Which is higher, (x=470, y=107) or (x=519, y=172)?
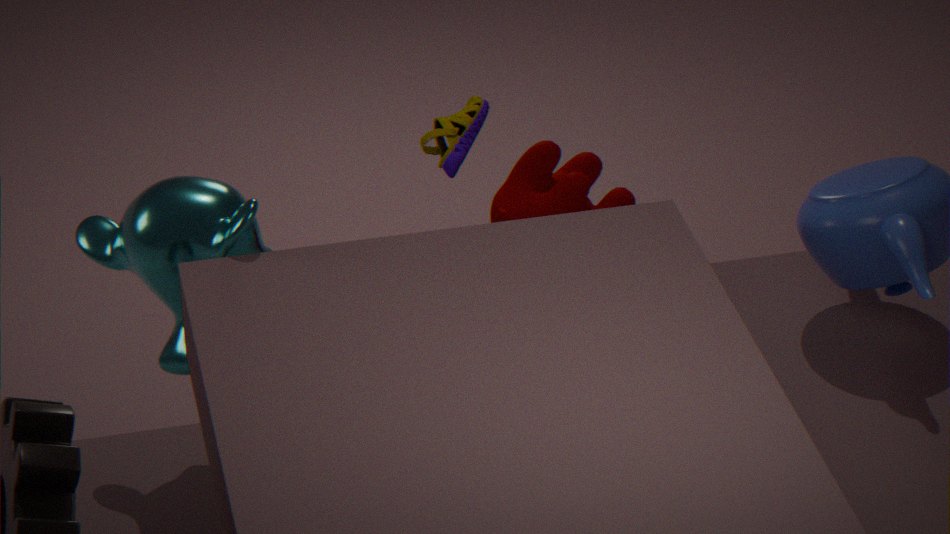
(x=470, y=107)
